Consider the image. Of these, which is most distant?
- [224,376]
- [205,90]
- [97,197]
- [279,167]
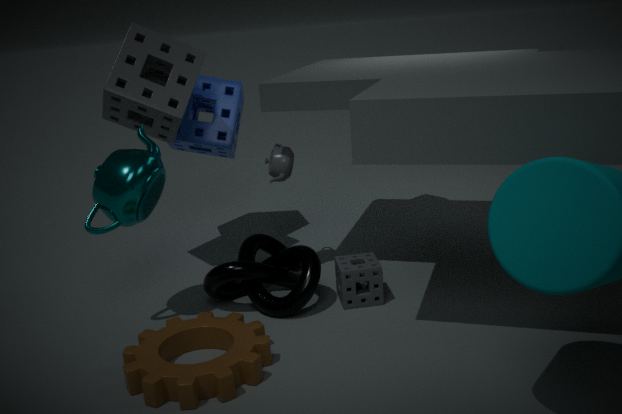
[205,90]
